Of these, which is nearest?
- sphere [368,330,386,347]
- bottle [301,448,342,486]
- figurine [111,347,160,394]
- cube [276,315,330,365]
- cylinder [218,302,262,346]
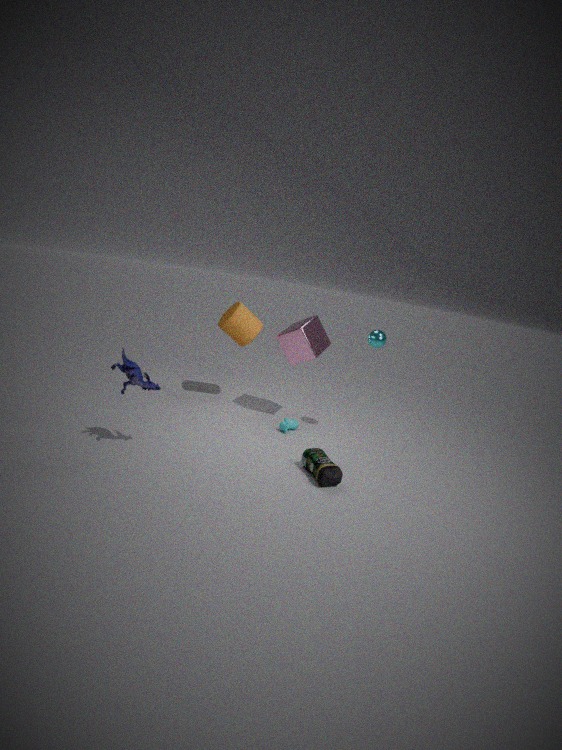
figurine [111,347,160,394]
